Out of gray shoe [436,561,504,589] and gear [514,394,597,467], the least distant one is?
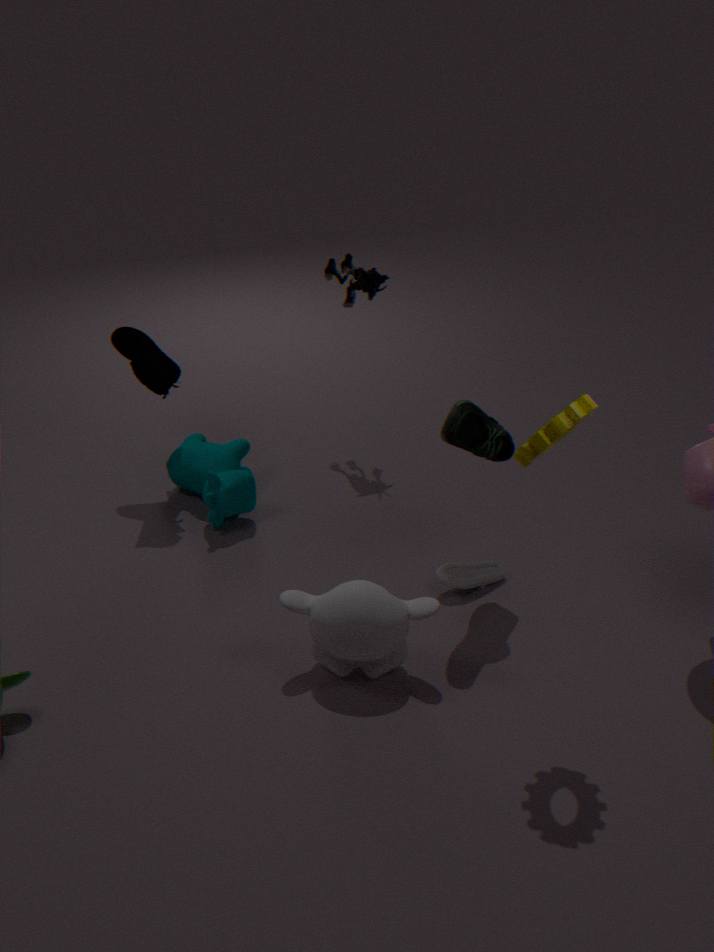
gear [514,394,597,467]
